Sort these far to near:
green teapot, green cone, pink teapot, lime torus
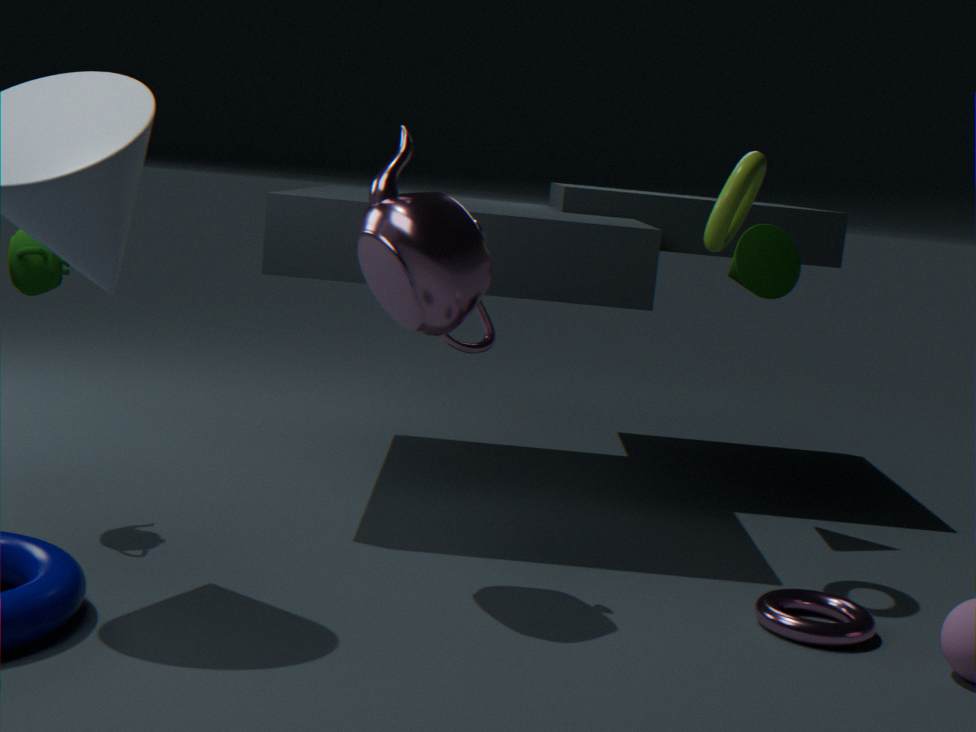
green cone < lime torus < green teapot < pink teapot
